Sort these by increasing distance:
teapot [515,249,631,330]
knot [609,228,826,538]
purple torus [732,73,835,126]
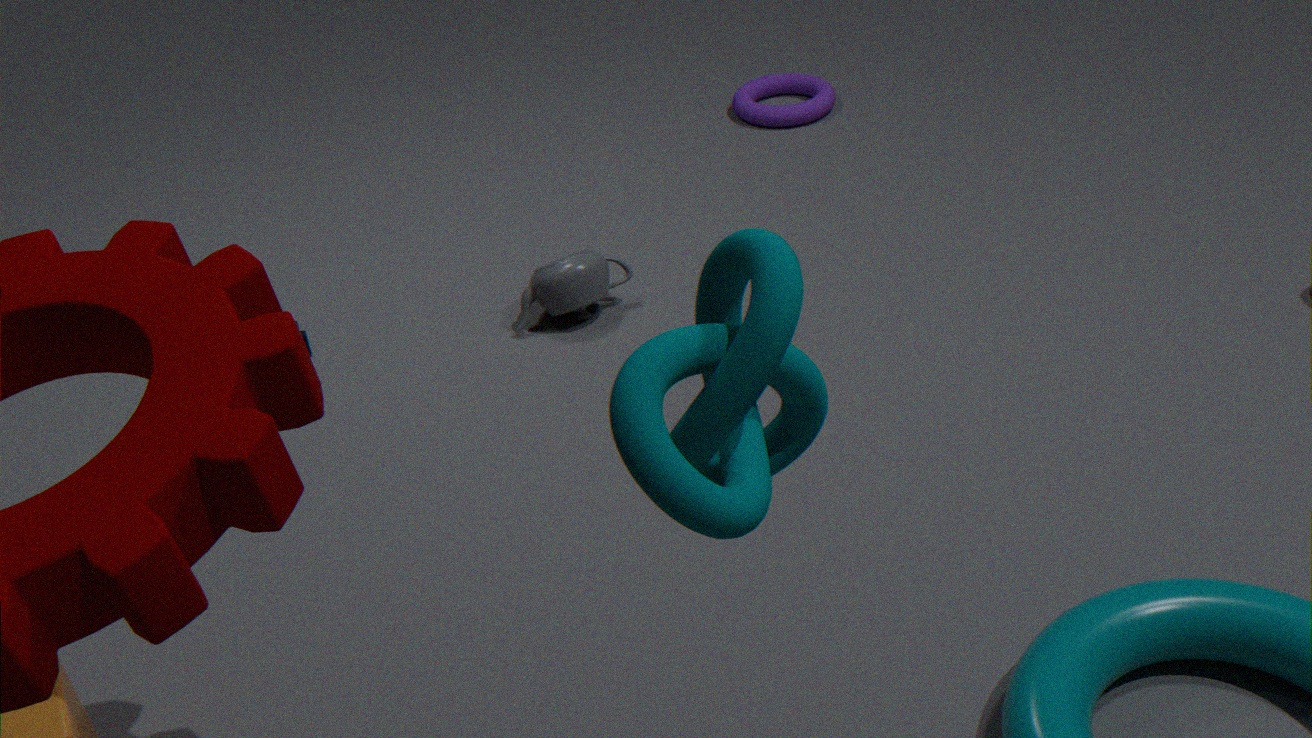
knot [609,228,826,538]
teapot [515,249,631,330]
purple torus [732,73,835,126]
